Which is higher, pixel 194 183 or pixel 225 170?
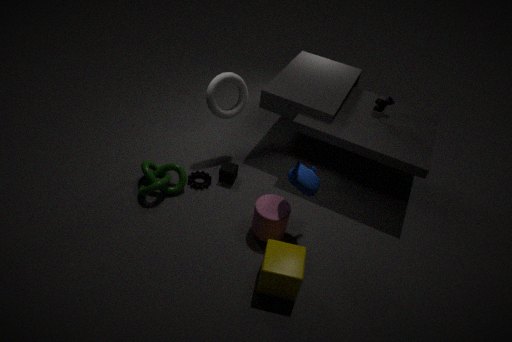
pixel 225 170
